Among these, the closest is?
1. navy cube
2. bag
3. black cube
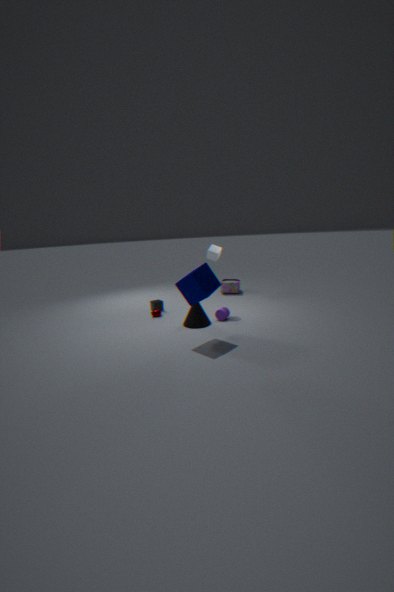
navy cube
